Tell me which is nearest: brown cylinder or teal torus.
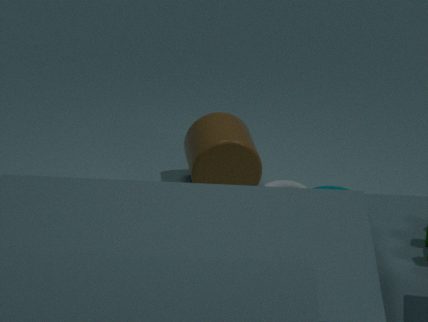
teal torus
